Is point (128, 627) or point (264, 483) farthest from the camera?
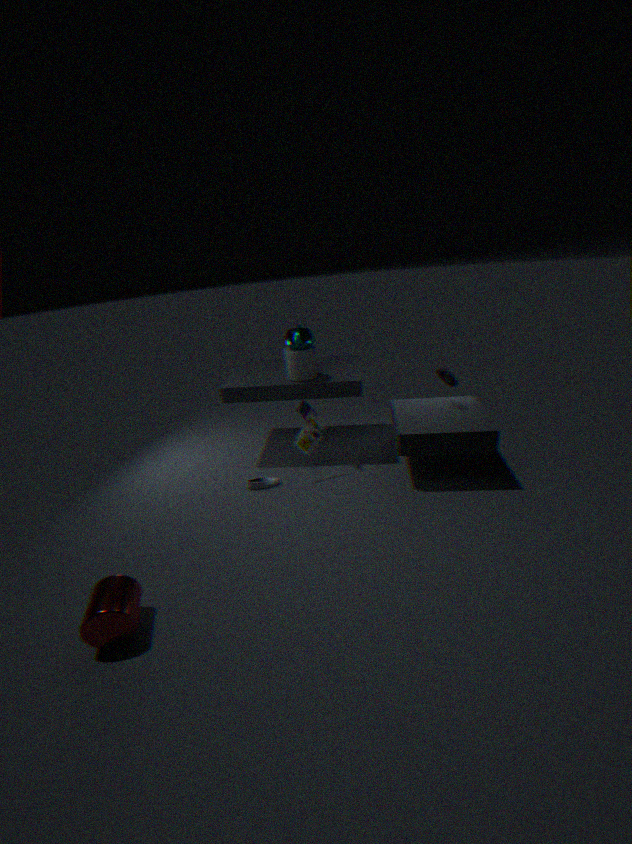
point (264, 483)
